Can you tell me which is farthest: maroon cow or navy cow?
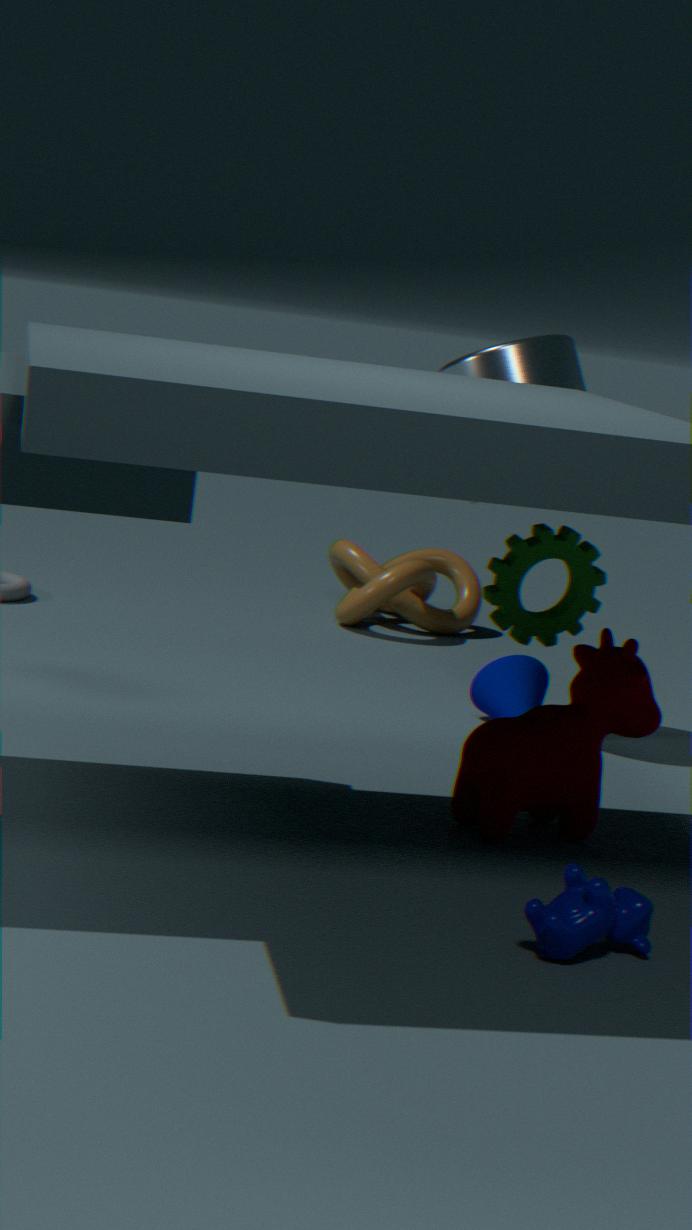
maroon cow
